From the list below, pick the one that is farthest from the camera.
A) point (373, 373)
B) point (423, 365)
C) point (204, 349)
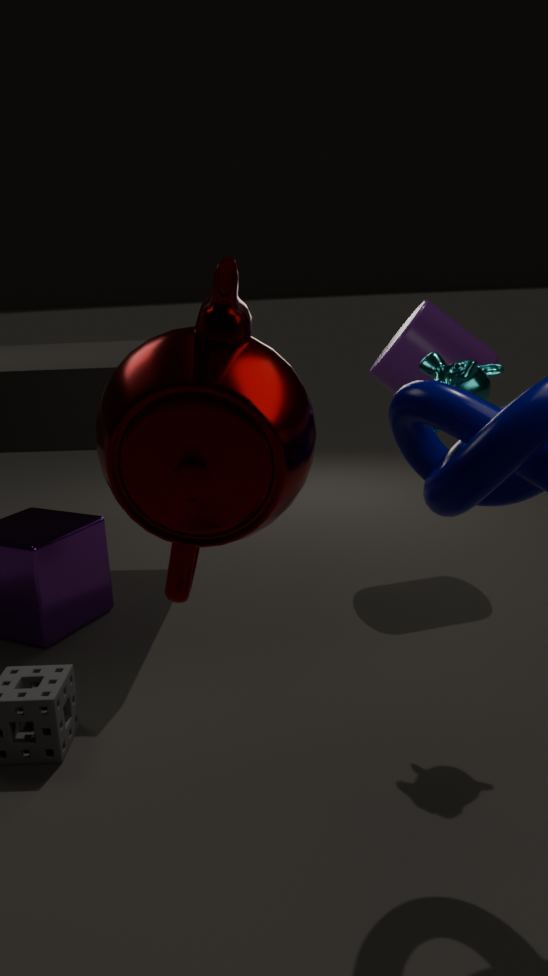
point (373, 373)
